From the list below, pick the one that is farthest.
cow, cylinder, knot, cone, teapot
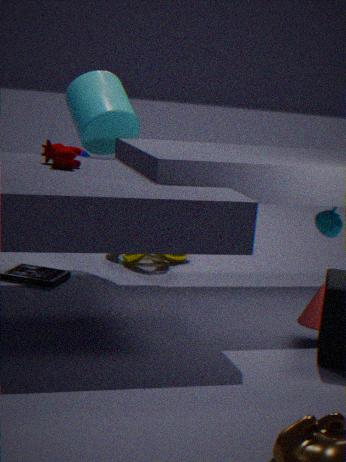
knot
